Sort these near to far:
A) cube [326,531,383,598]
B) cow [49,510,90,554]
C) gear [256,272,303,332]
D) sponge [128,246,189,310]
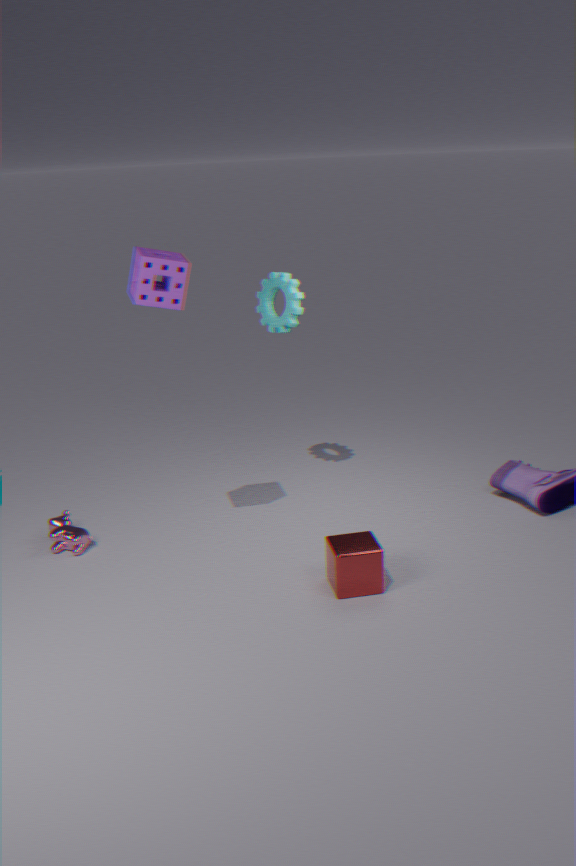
sponge [128,246,189,310] < cube [326,531,383,598] < cow [49,510,90,554] < gear [256,272,303,332]
